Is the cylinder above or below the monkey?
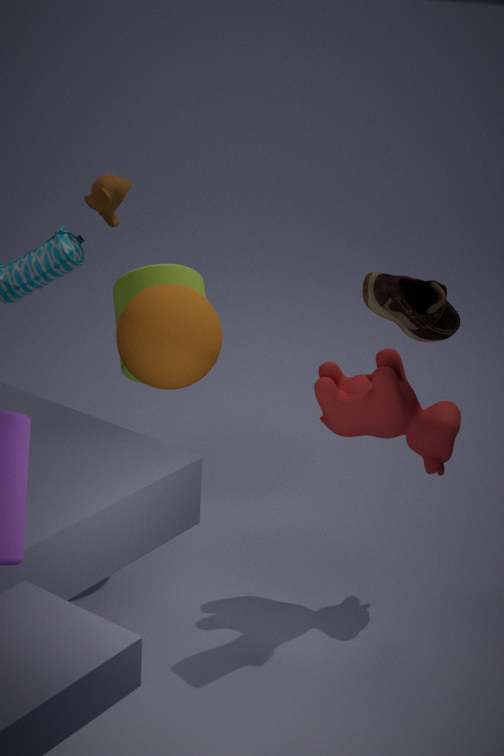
below
